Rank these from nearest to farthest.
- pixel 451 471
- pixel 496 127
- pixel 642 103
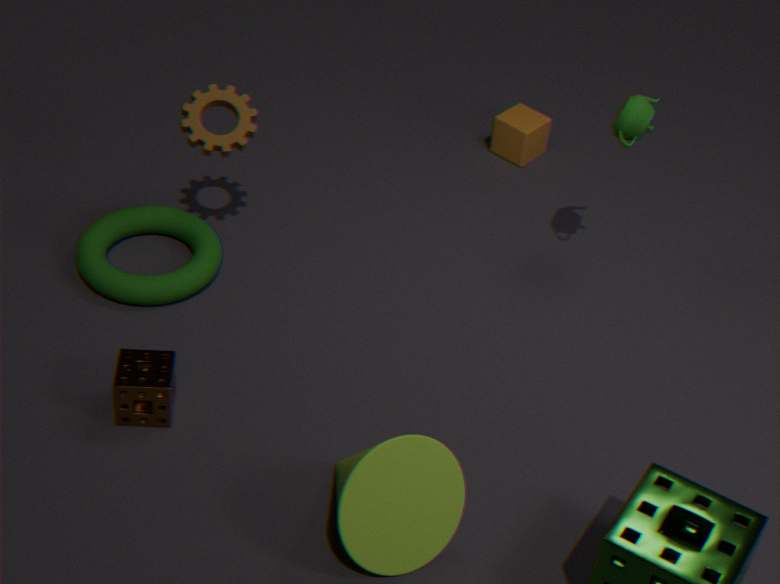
pixel 451 471 → pixel 642 103 → pixel 496 127
